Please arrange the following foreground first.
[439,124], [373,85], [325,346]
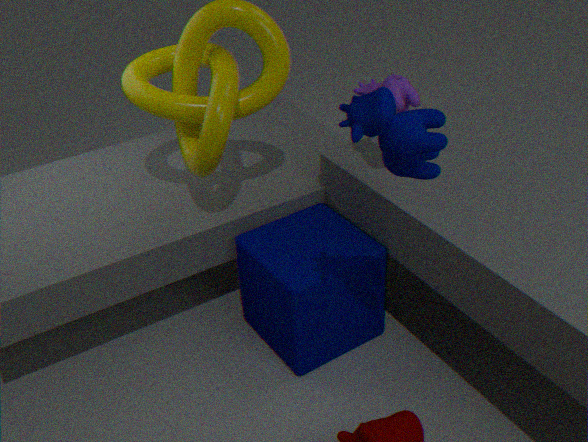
[439,124]
[373,85]
[325,346]
